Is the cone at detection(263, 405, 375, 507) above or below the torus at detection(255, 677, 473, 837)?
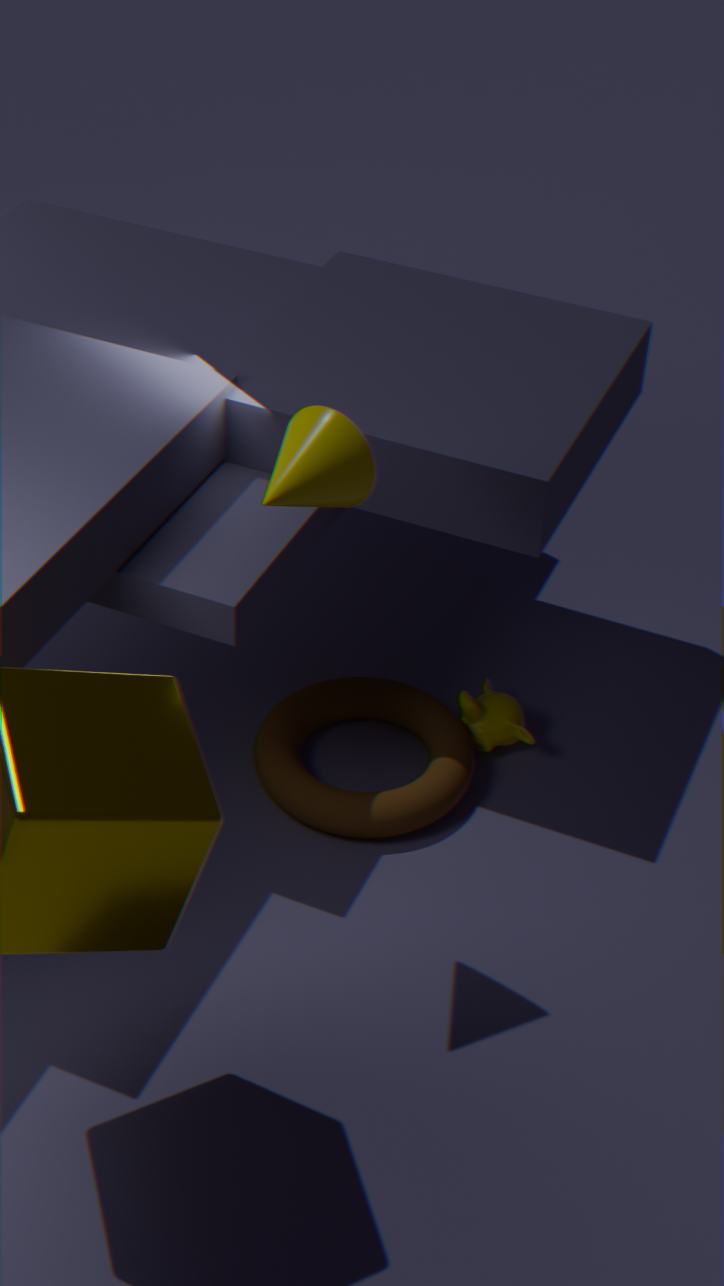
above
